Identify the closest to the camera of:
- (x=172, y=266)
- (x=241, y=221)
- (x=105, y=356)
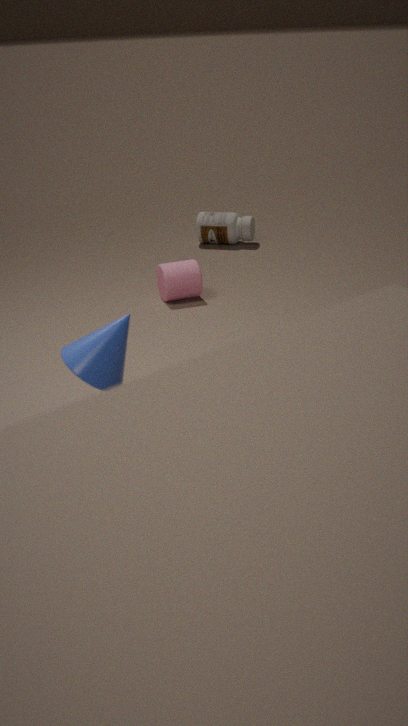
(x=105, y=356)
